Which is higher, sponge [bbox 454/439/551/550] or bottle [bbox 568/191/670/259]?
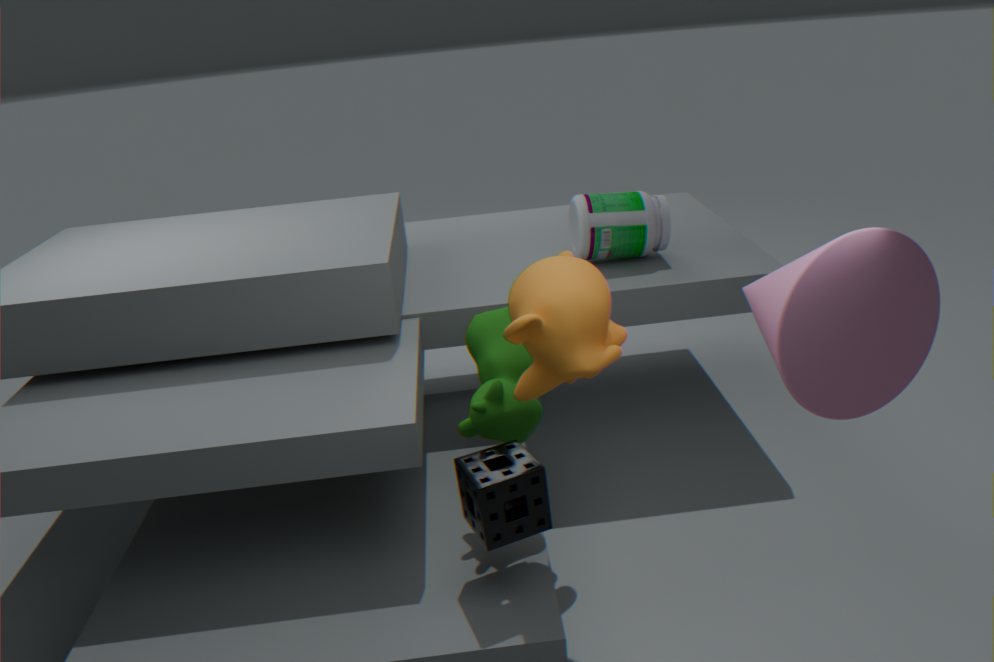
bottle [bbox 568/191/670/259]
